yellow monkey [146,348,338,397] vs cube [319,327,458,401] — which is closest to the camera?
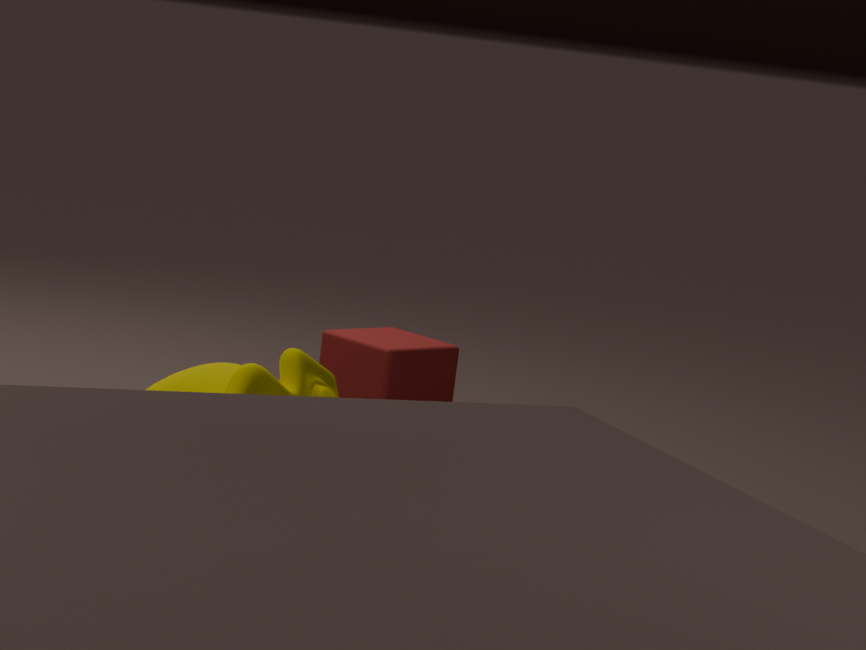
yellow monkey [146,348,338,397]
